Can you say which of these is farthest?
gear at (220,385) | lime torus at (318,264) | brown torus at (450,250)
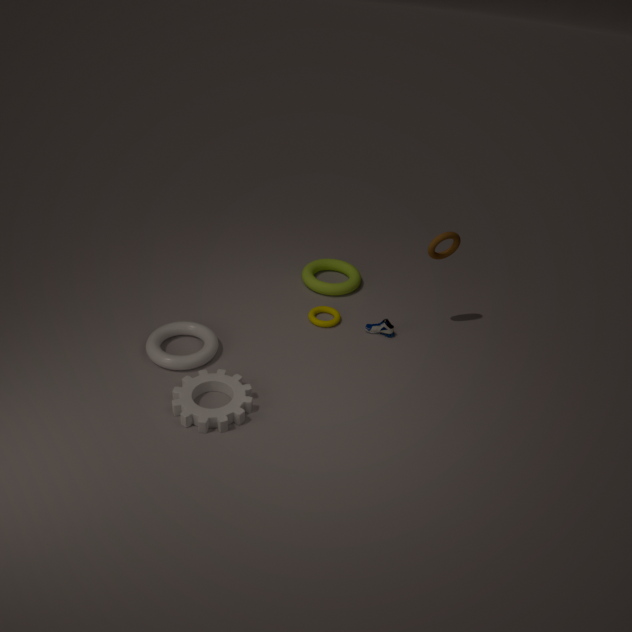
lime torus at (318,264)
